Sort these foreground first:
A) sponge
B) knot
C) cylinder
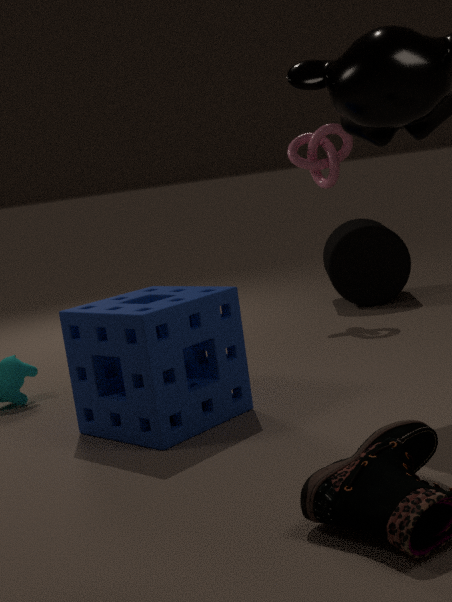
sponge, knot, cylinder
